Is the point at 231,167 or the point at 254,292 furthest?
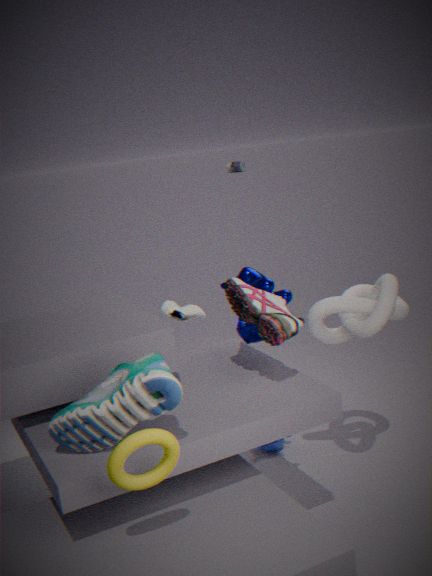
the point at 231,167
